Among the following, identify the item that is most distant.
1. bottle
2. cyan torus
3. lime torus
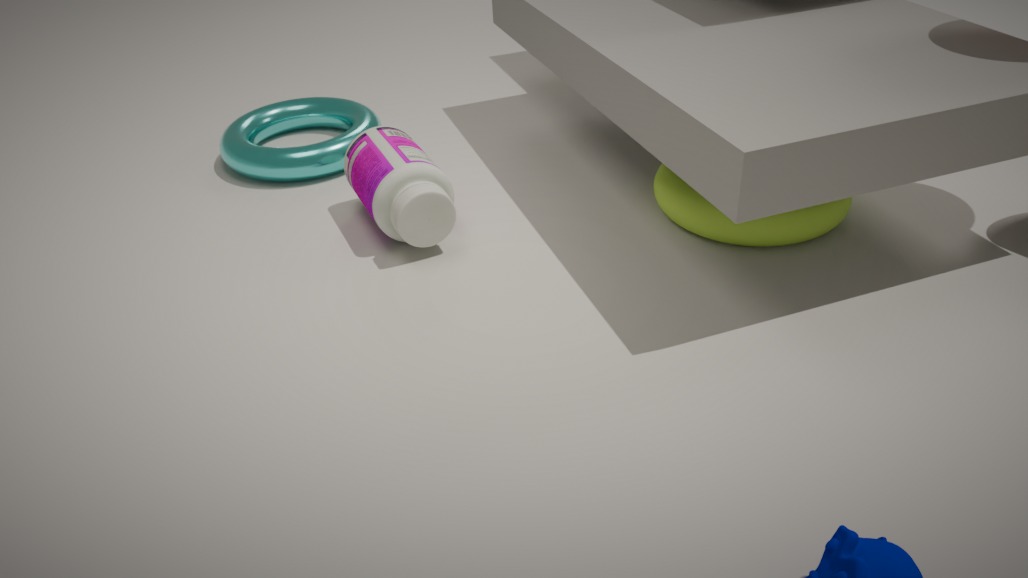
cyan torus
